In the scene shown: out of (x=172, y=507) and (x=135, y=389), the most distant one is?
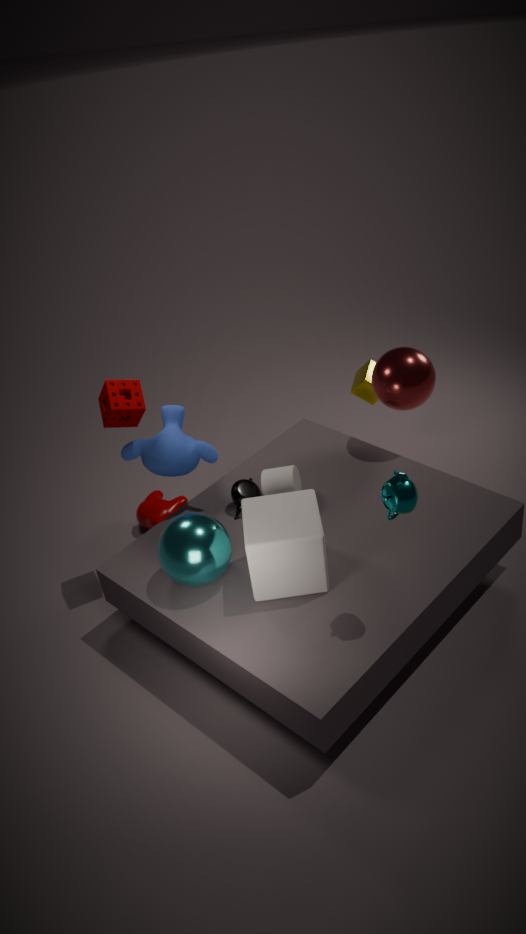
(x=172, y=507)
